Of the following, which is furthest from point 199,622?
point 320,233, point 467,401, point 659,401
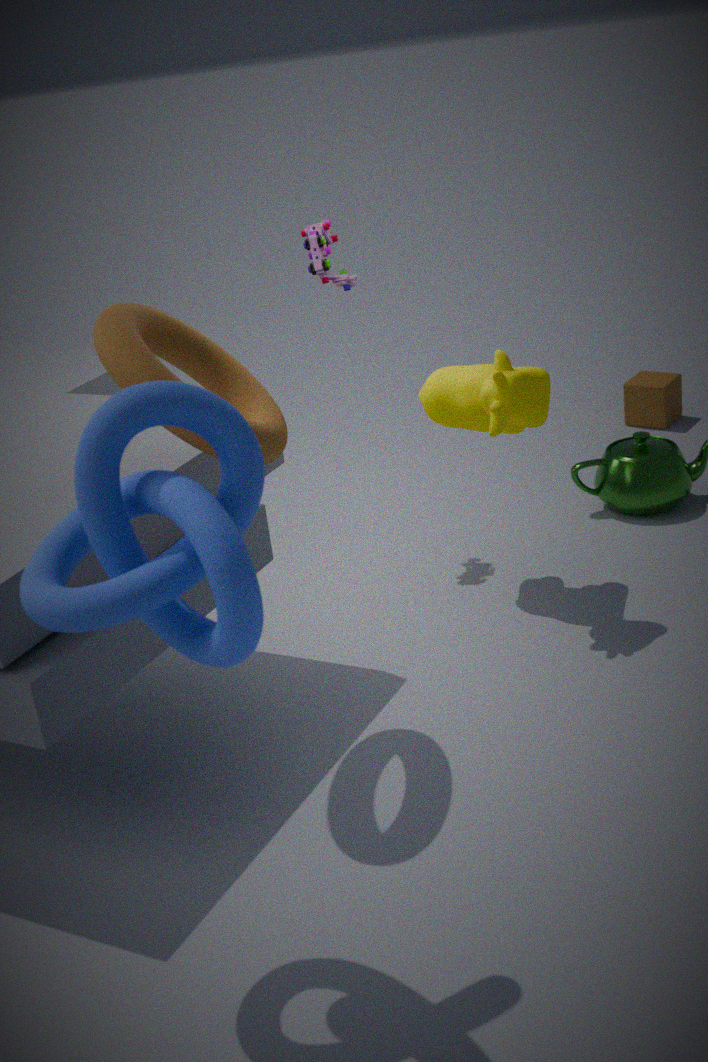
point 659,401
